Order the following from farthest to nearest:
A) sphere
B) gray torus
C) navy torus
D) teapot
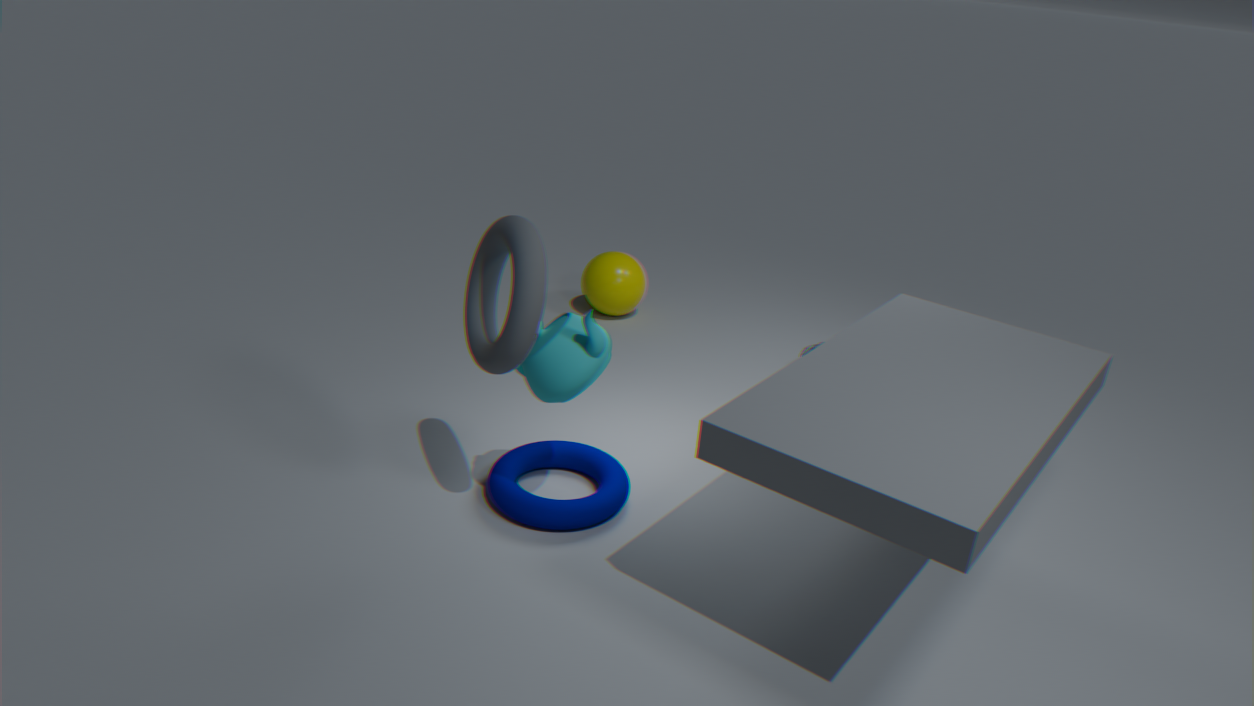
sphere → navy torus → teapot → gray torus
